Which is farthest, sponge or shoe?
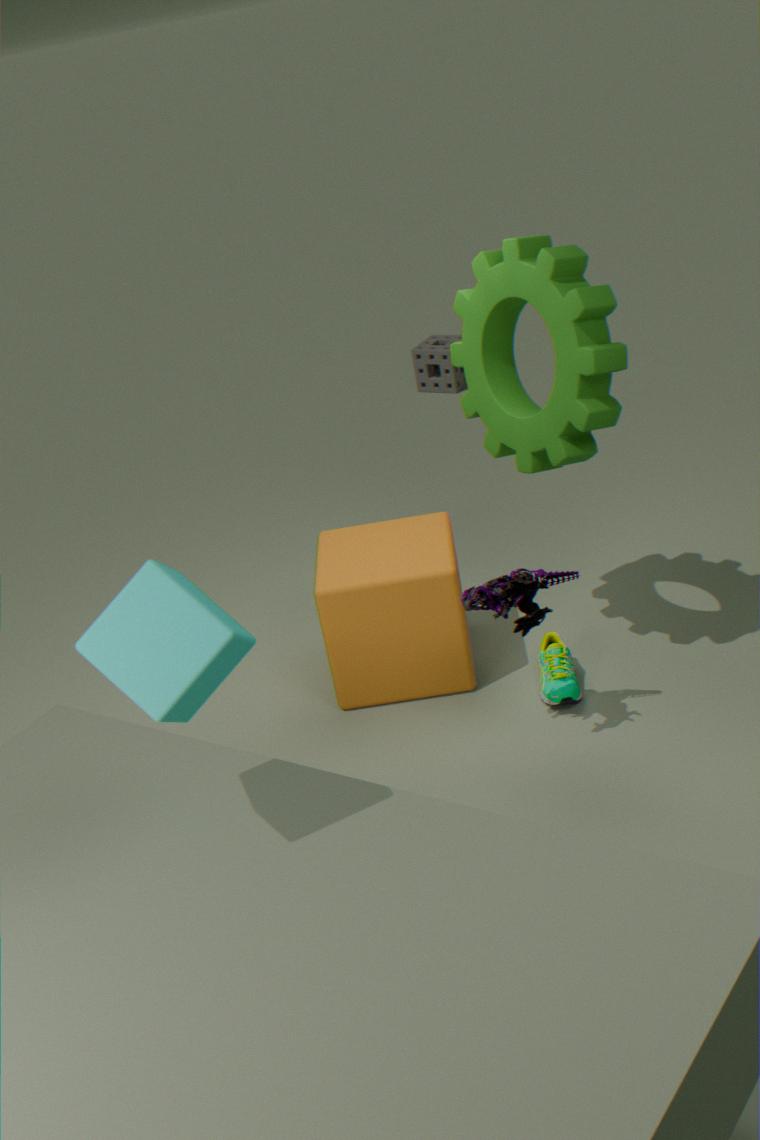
sponge
